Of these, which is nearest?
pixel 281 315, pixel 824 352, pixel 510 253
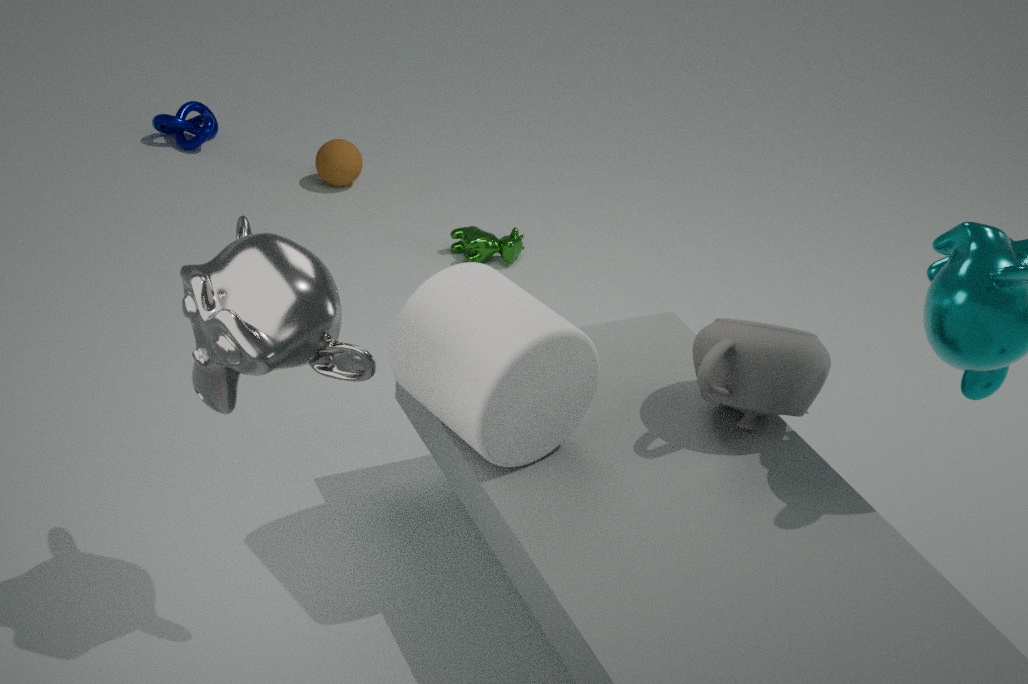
pixel 281 315
